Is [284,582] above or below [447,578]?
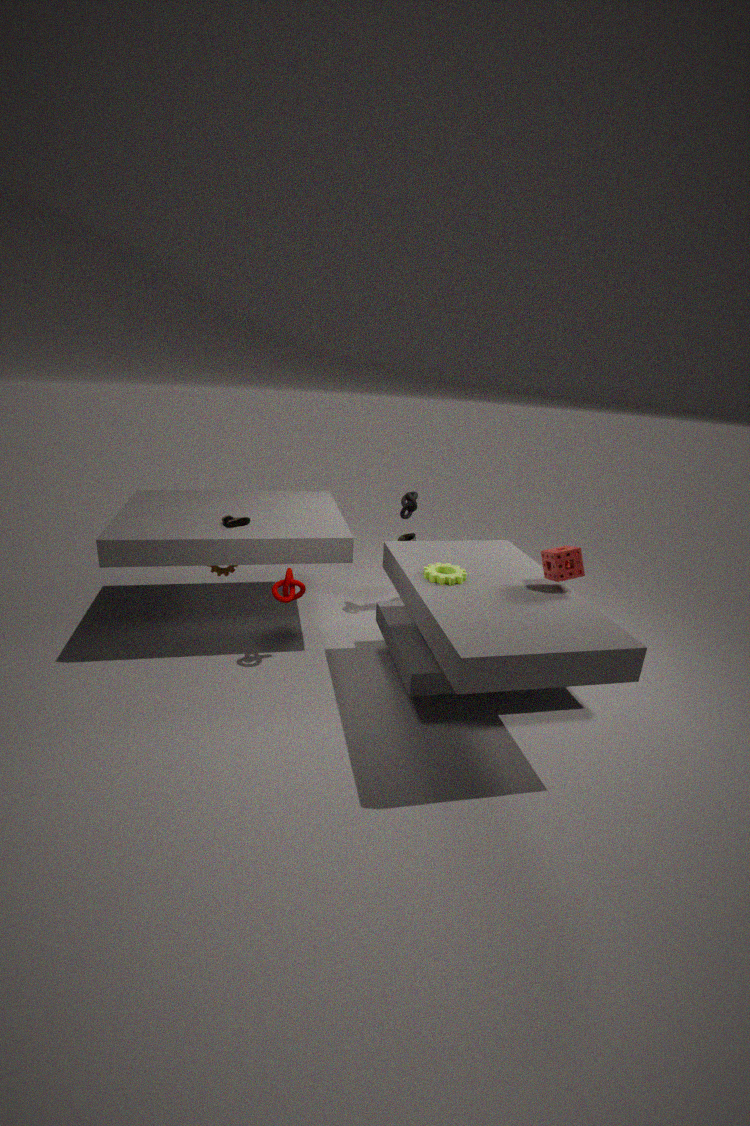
below
